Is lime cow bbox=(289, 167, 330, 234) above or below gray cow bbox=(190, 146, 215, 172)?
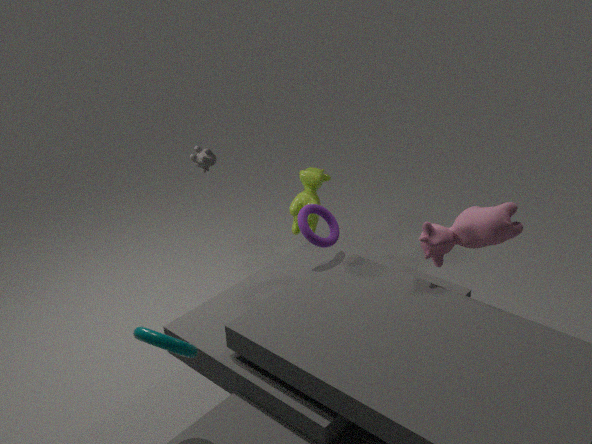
below
